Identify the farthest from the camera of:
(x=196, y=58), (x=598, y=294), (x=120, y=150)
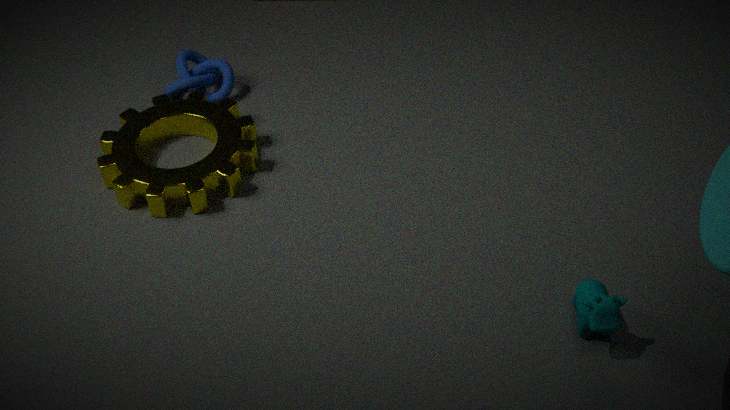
(x=196, y=58)
